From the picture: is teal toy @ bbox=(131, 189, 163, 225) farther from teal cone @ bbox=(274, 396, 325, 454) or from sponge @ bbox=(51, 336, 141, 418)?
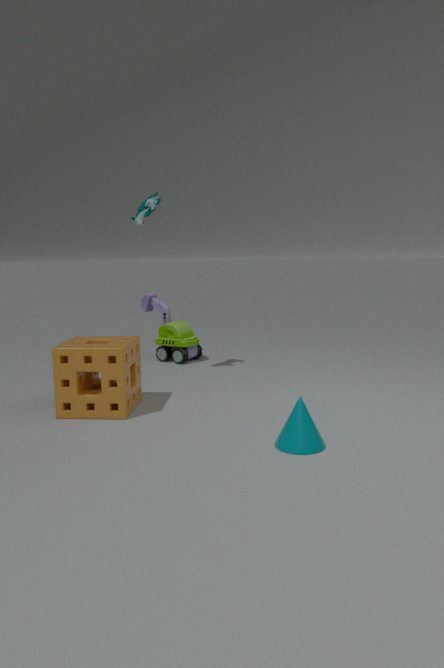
teal cone @ bbox=(274, 396, 325, 454)
